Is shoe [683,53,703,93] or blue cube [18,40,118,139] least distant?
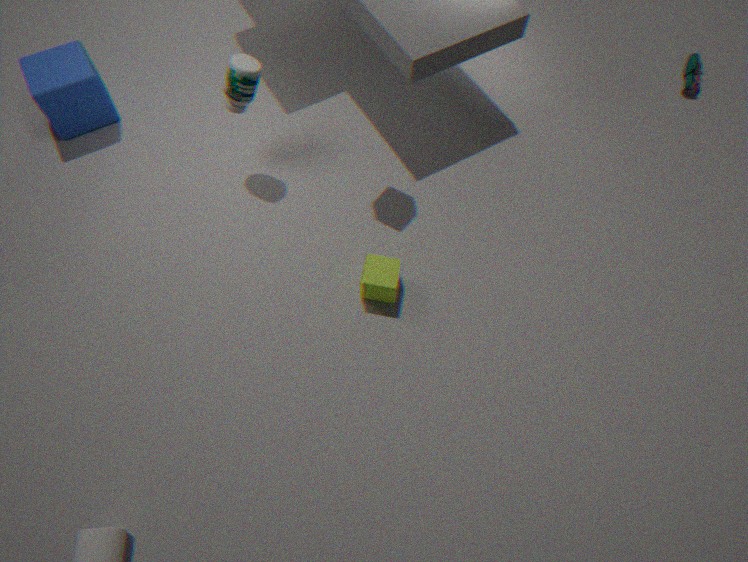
blue cube [18,40,118,139]
